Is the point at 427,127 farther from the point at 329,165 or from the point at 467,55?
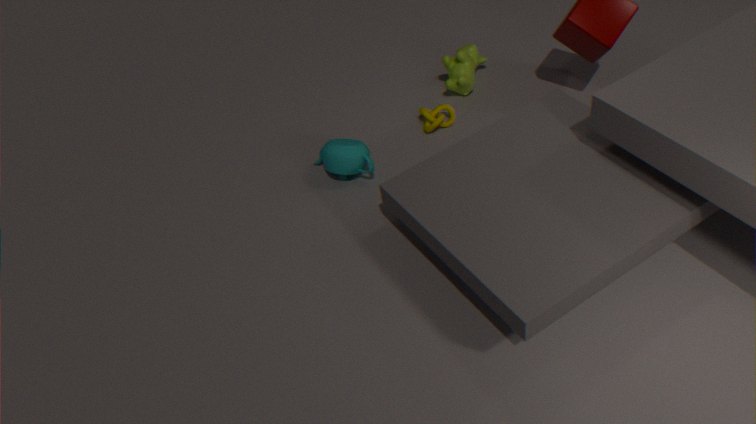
the point at 329,165
